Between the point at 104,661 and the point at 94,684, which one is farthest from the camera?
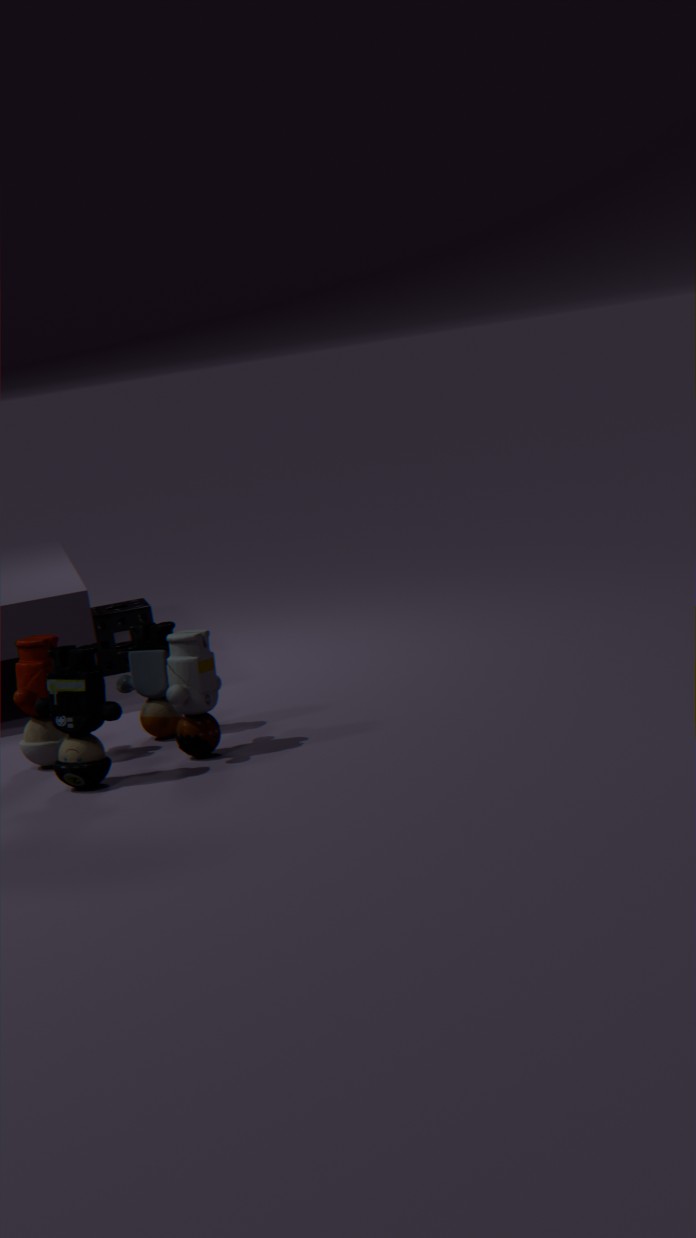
the point at 104,661
